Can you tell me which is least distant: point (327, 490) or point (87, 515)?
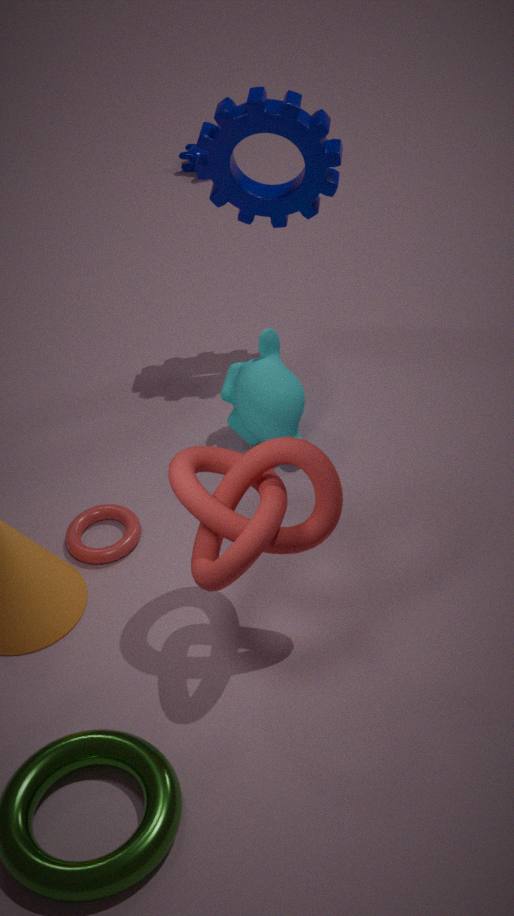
point (327, 490)
